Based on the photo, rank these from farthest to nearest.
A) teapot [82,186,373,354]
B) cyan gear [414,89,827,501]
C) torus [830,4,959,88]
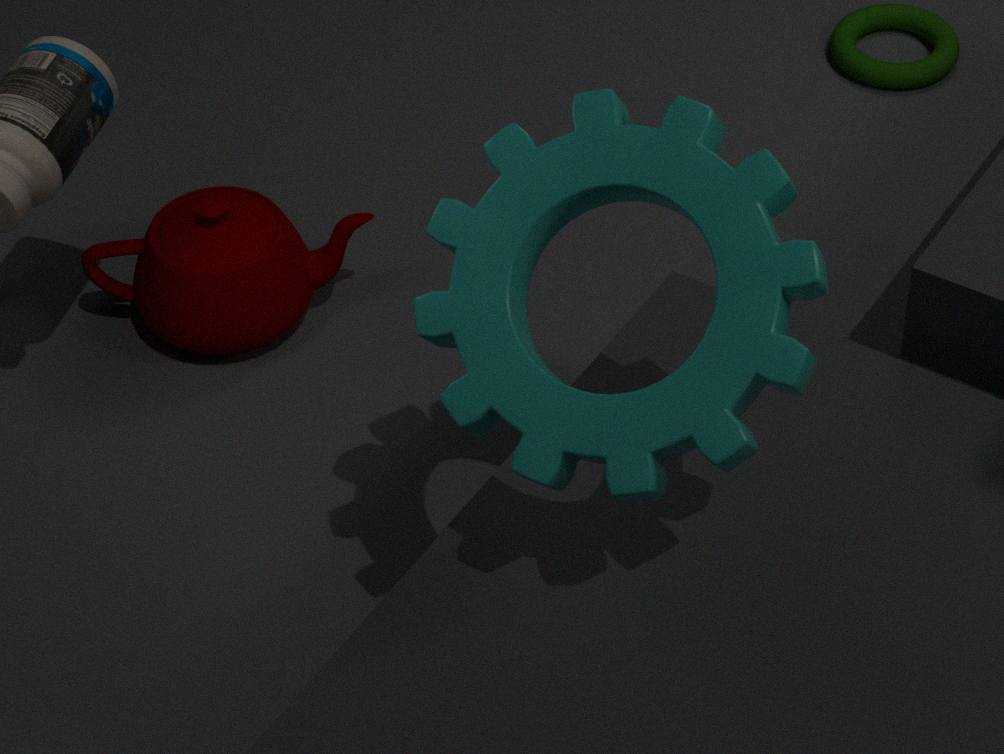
torus [830,4,959,88]
teapot [82,186,373,354]
cyan gear [414,89,827,501]
